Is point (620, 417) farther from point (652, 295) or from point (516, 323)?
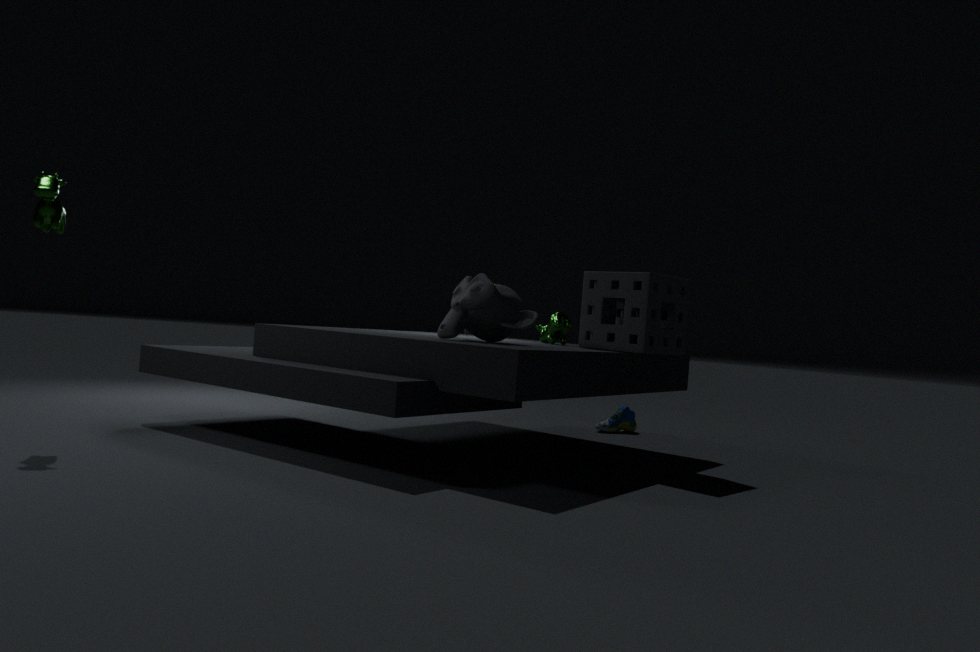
point (516, 323)
